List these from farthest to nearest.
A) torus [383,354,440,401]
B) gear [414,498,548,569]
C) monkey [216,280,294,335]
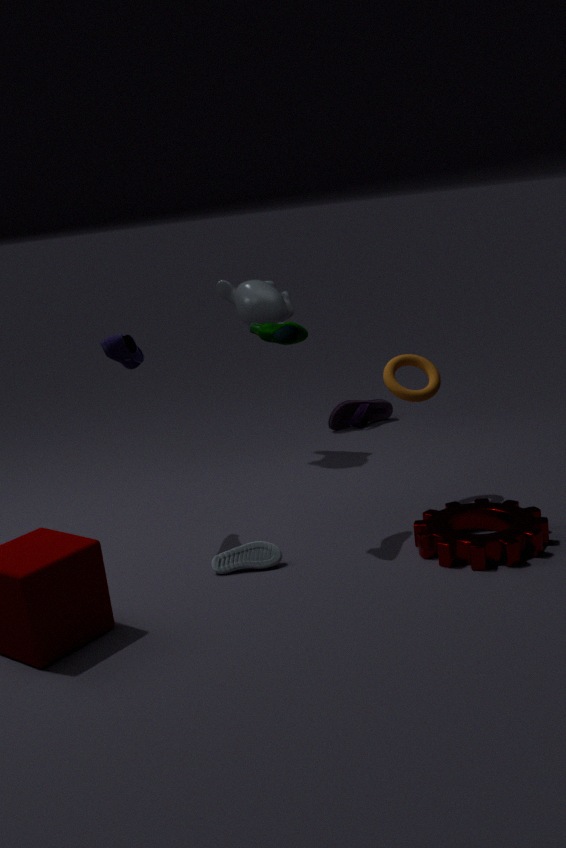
monkey [216,280,294,335]
torus [383,354,440,401]
gear [414,498,548,569]
